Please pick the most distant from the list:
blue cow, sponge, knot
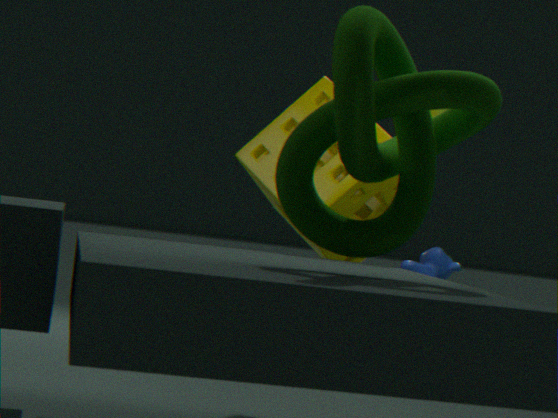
sponge
